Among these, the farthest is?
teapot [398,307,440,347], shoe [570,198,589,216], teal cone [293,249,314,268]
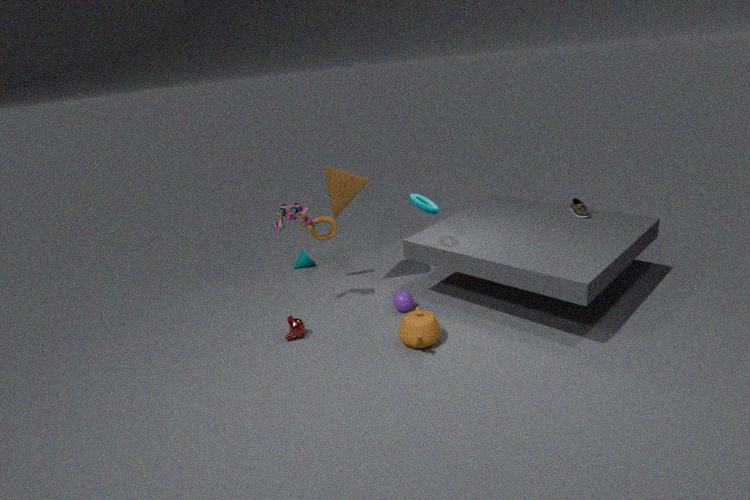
teal cone [293,249,314,268]
